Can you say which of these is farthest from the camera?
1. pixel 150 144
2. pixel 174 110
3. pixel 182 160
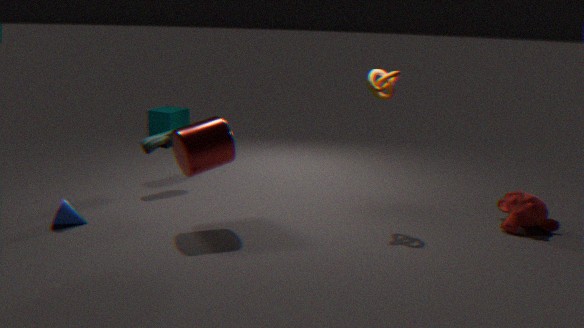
pixel 174 110
